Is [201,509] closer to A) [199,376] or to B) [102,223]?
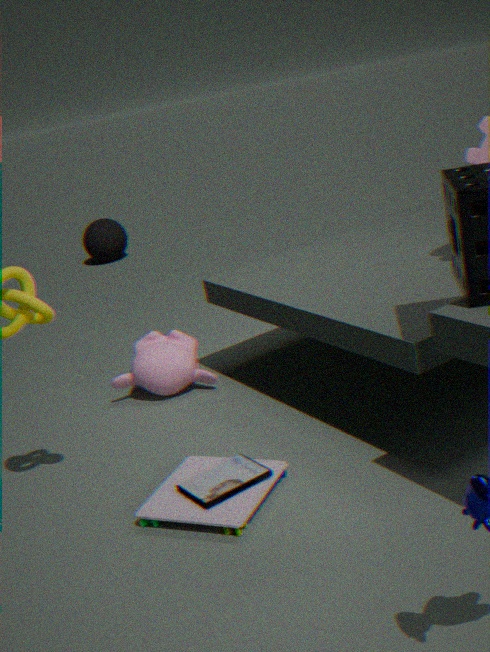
A) [199,376]
